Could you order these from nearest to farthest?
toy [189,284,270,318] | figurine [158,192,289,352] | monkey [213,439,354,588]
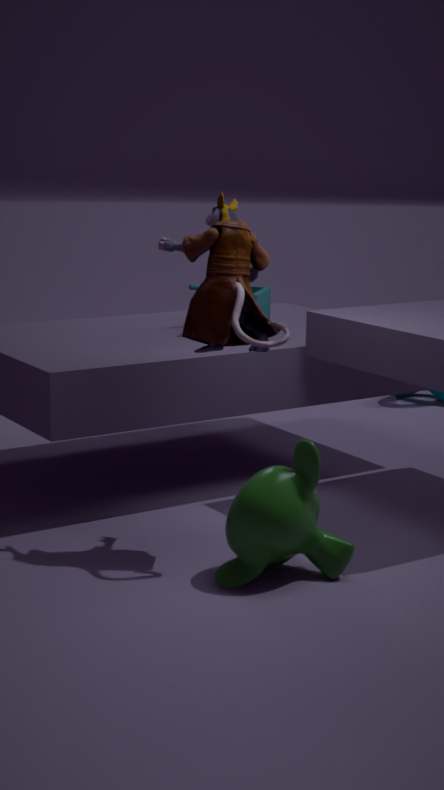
Answer: monkey [213,439,354,588]
figurine [158,192,289,352]
toy [189,284,270,318]
